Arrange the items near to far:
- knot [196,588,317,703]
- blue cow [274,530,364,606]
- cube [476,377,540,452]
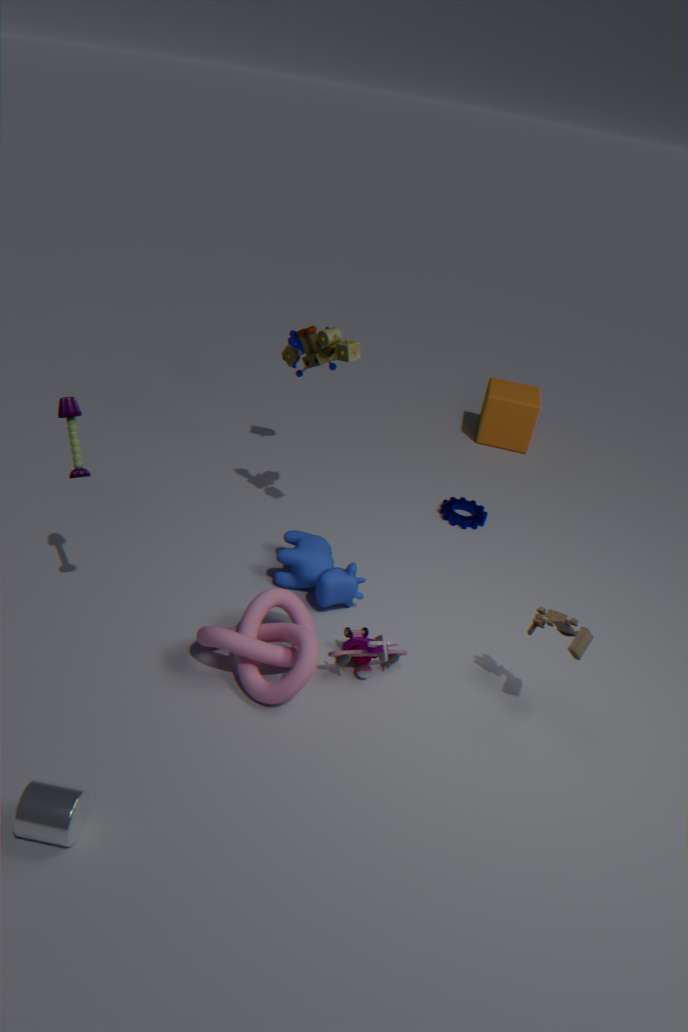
knot [196,588,317,703]
blue cow [274,530,364,606]
cube [476,377,540,452]
